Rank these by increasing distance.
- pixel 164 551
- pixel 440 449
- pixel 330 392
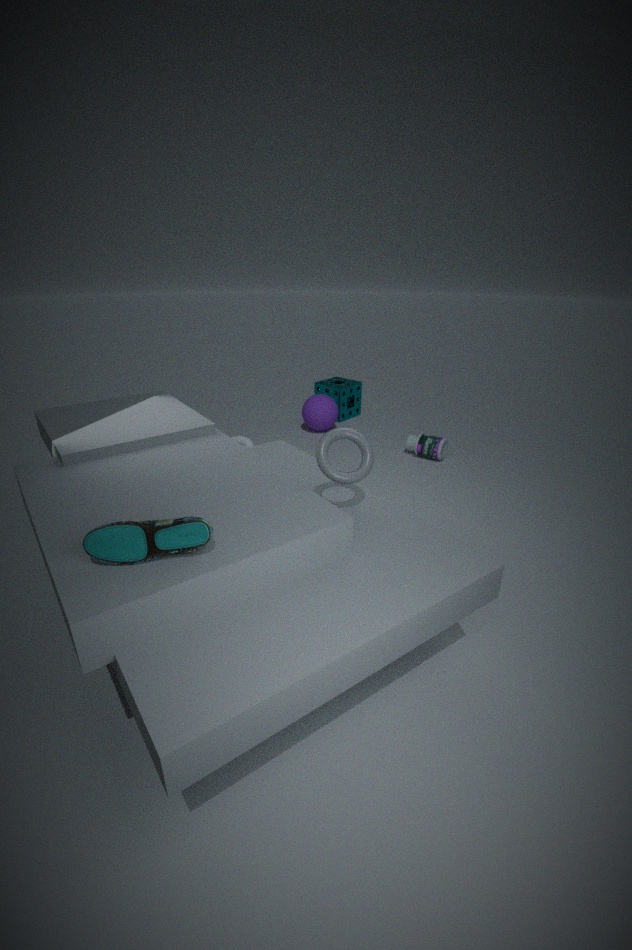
pixel 164 551
pixel 440 449
pixel 330 392
